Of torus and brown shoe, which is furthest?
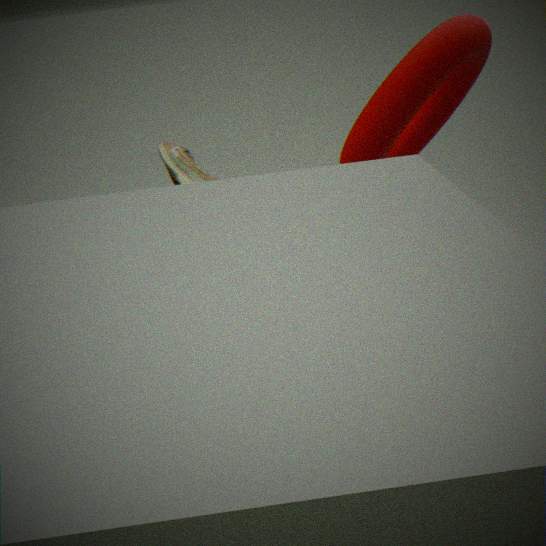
brown shoe
